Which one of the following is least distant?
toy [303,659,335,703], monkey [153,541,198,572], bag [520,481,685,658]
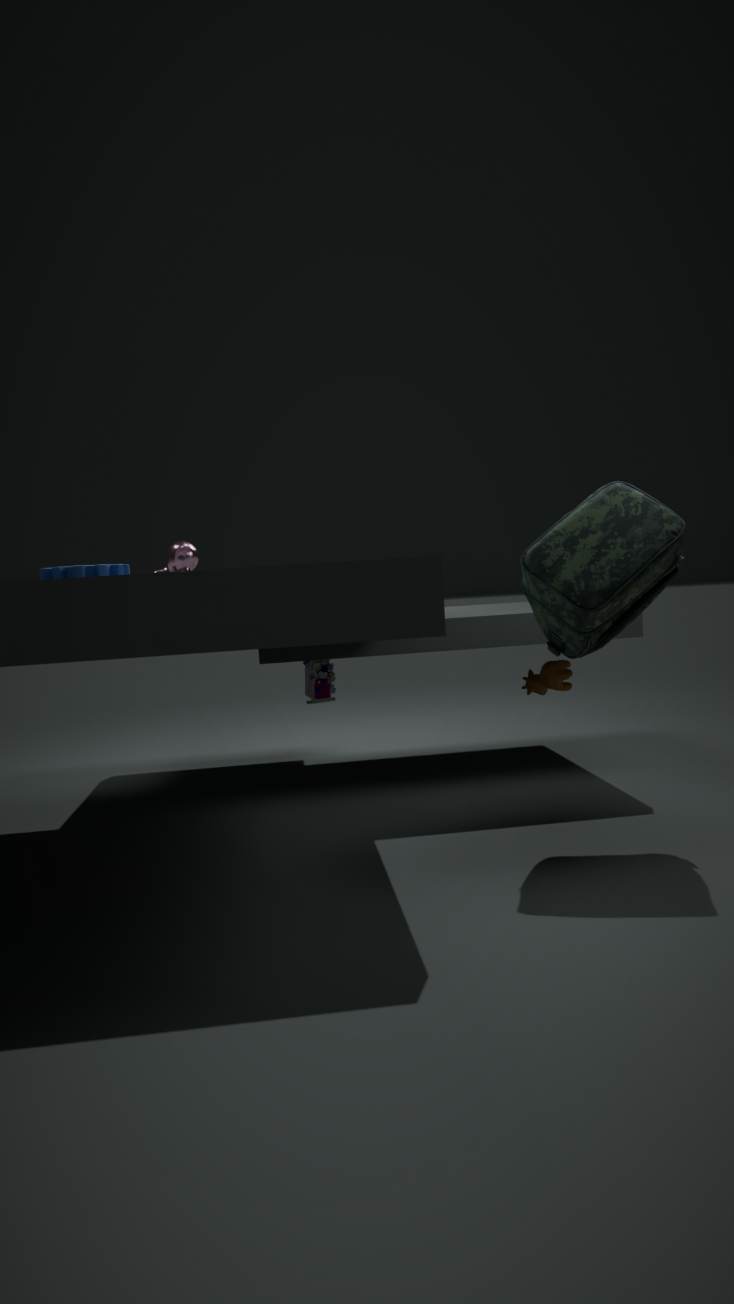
bag [520,481,685,658]
